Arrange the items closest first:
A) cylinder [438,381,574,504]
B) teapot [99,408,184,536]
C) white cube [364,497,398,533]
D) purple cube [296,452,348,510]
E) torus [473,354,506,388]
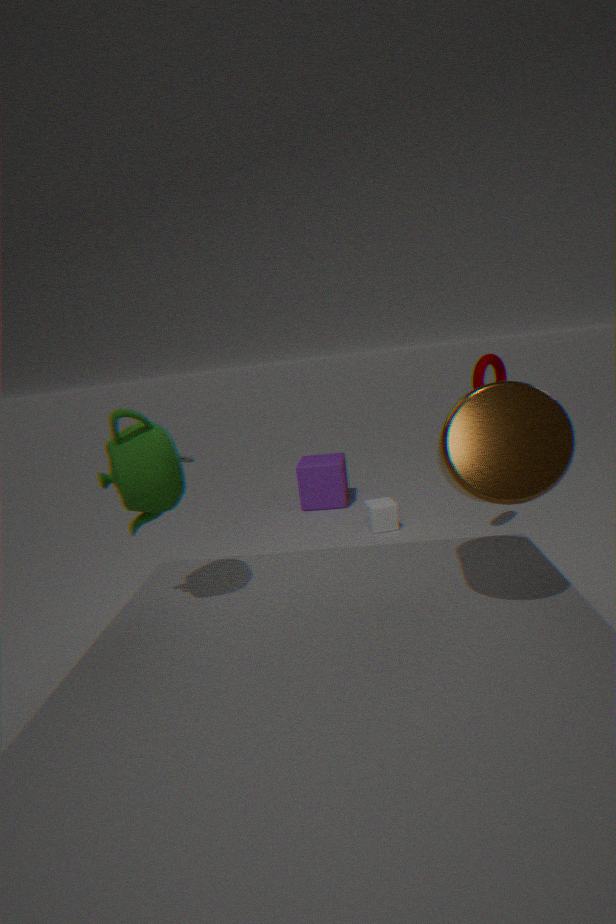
1. cylinder [438,381,574,504]
2. teapot [99,408,184,536]
3. torus [473,354,506,388]
4. white cube [364,497,398,533]
5. purple cube [296,452,348,510]
